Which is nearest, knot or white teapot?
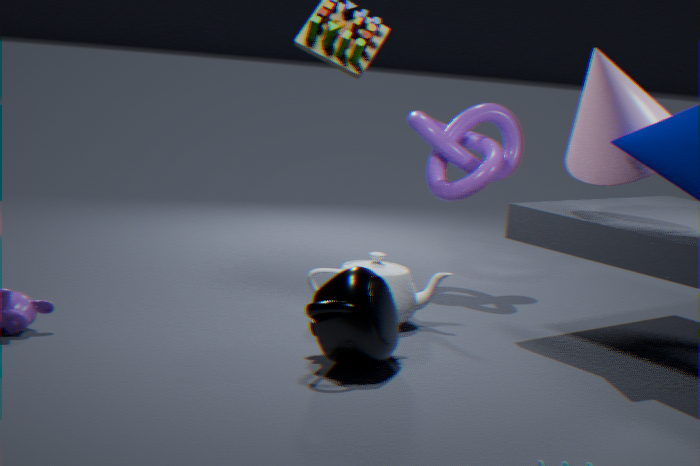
white teapot
